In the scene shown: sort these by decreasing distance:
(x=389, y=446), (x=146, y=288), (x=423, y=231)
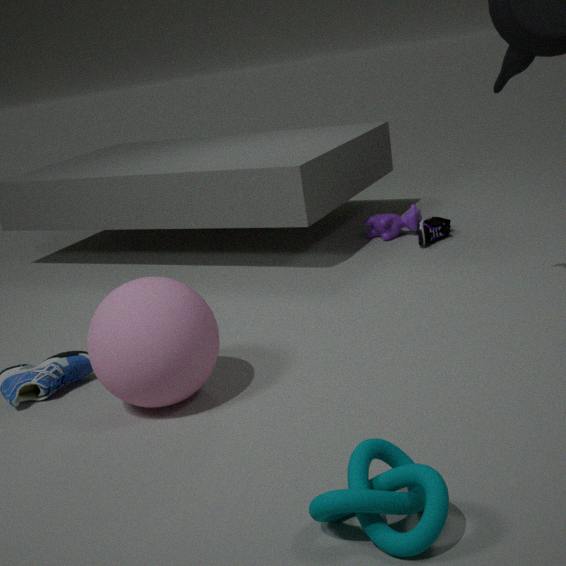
(x=423, y=231), (x=146, y=288), (x=389, y=446)
